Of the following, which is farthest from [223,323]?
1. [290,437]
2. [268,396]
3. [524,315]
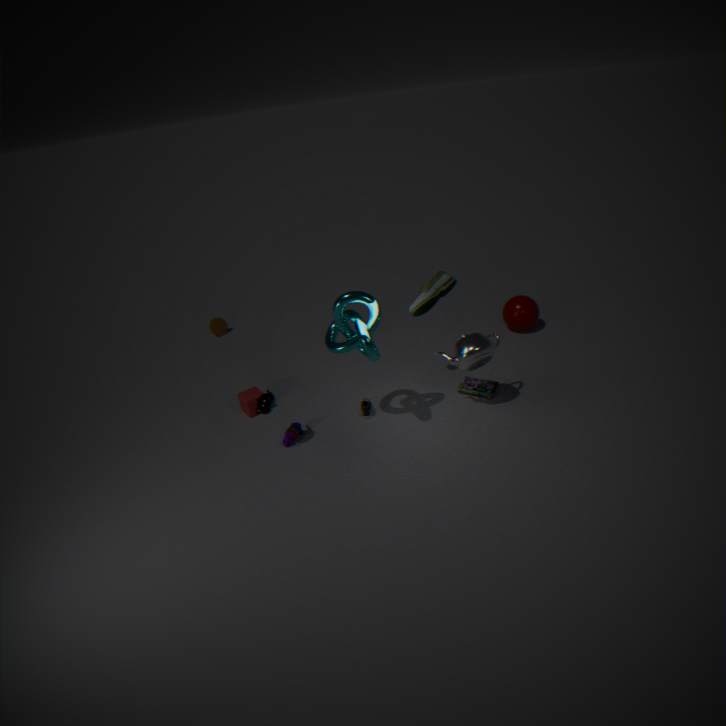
[524,315]
